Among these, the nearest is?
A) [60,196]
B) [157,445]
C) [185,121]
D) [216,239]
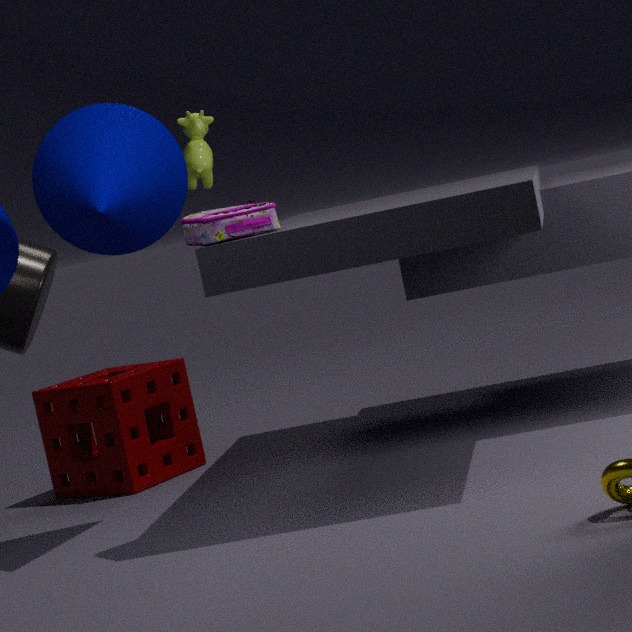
[216,239]
